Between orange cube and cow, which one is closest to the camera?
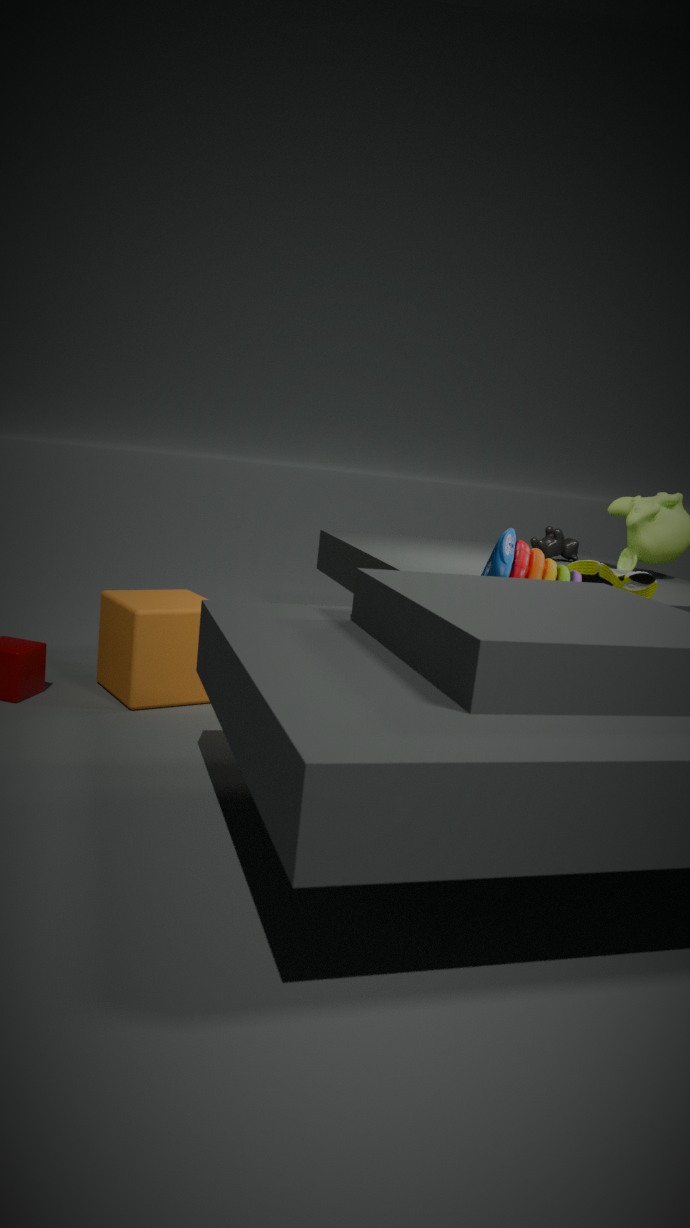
orange cube
